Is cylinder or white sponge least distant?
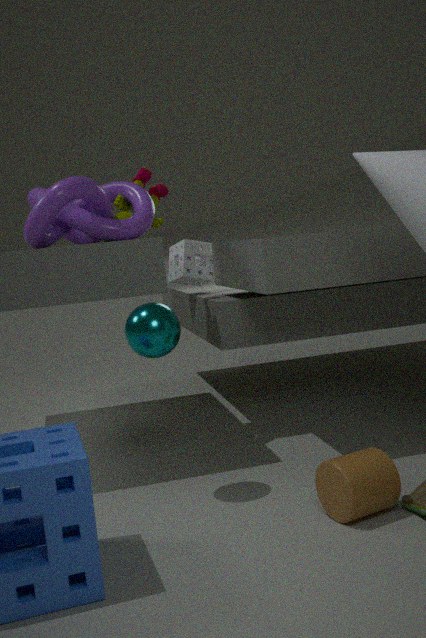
cylinder
